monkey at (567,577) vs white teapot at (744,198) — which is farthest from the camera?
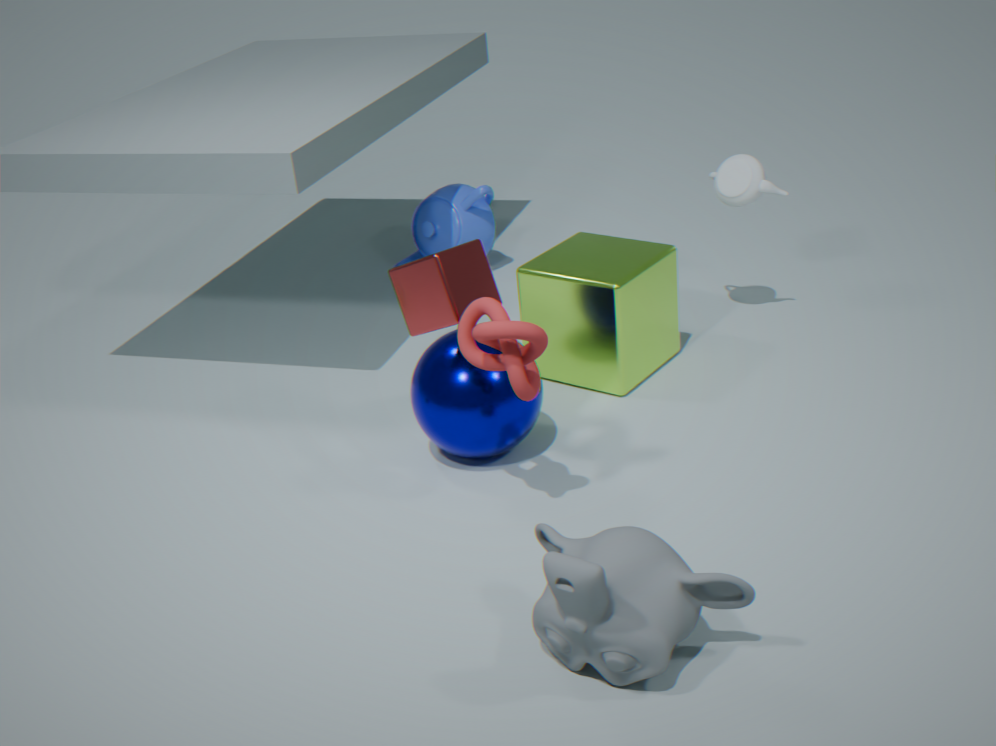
white teapot at (744,198)
